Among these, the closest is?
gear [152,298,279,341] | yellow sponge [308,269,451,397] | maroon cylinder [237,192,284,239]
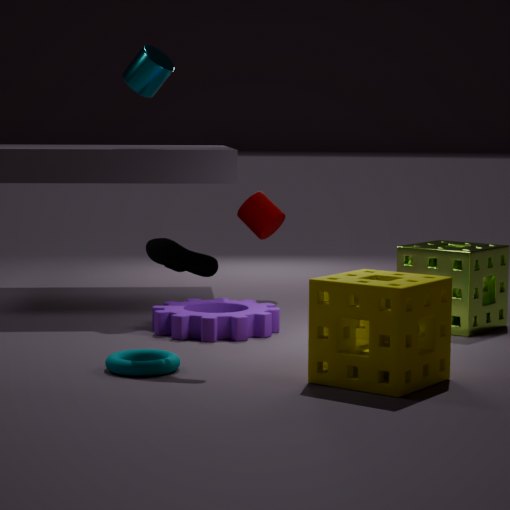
yellow sponge [308,269,451,397]
